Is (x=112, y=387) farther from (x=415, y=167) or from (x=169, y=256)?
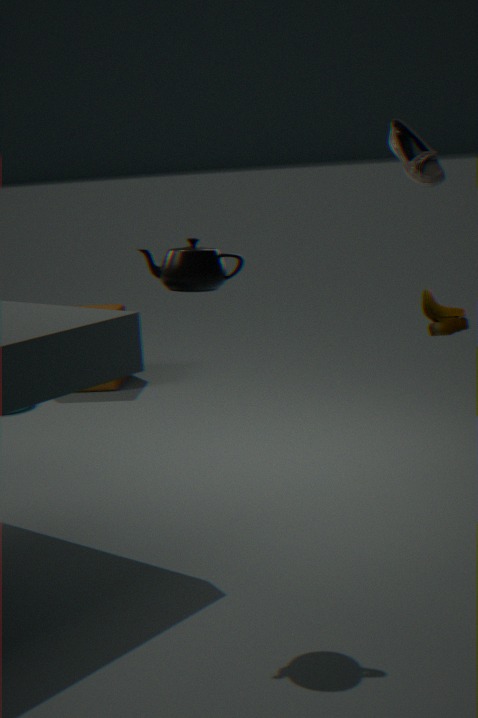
(x=169, y=256)
